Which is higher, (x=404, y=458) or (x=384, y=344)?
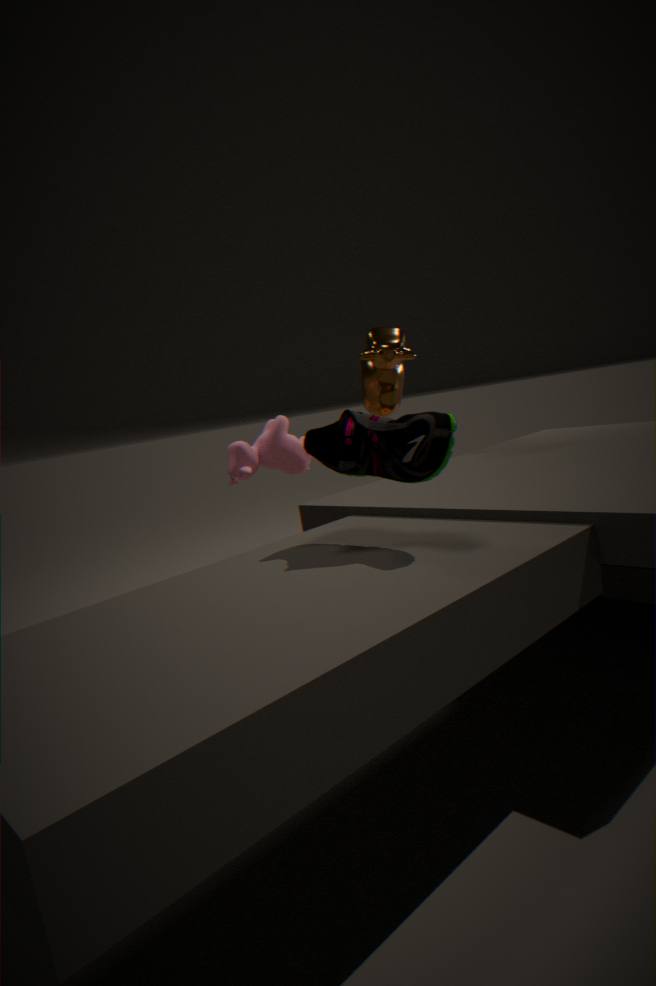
(x=384, y=344)
